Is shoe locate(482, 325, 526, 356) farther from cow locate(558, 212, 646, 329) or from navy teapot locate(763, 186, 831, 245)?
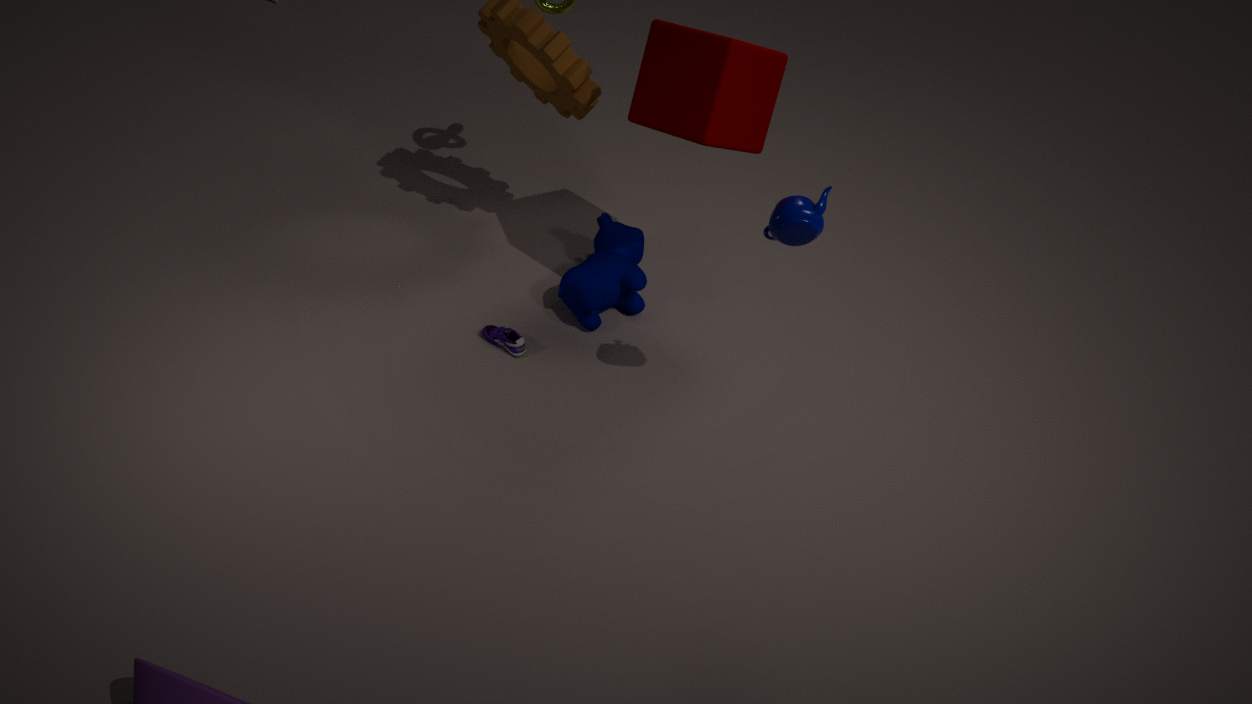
navy teapot locate(763, 186, 831, 245)
